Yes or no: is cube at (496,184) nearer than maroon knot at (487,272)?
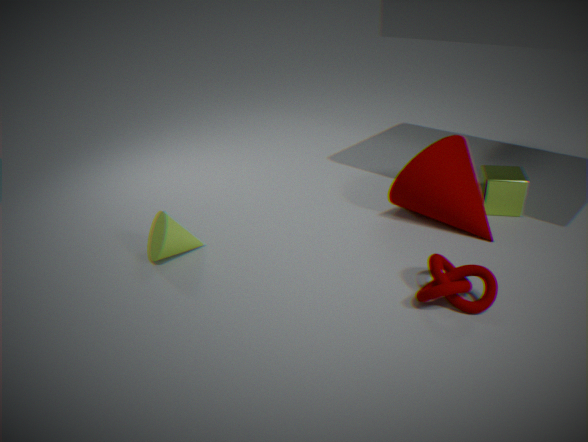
No
